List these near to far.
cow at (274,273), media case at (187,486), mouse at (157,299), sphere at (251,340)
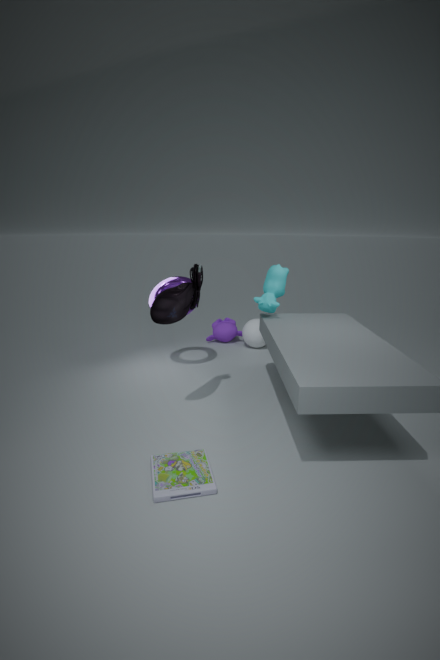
media case at (187,486)
mouse at (157,299)
cow at (274,273)
sphere at (251,340)
